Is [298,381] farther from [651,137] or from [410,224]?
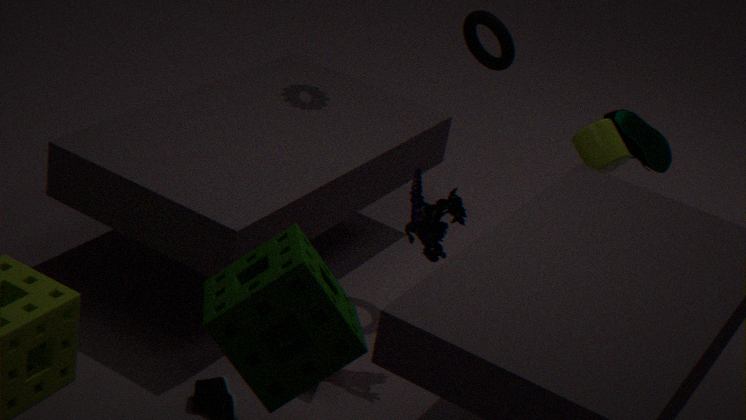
[651,137]
